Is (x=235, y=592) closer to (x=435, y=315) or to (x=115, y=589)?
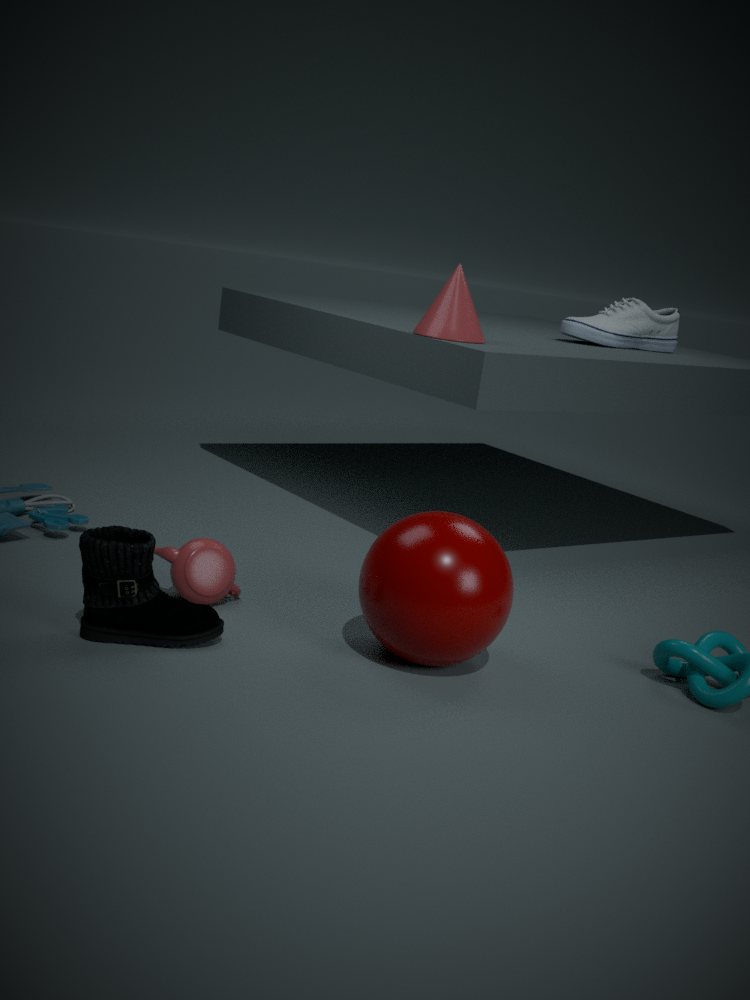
(x=115, y=589)
